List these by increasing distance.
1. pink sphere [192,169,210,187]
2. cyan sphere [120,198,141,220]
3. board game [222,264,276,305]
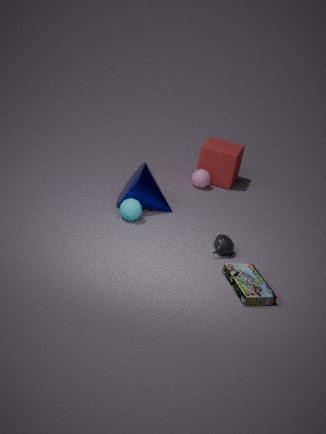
1. board game [222,264,276,305]
2. cyan sphere [120,198,141,220]
3. pink sphere [192,169,210,187]
